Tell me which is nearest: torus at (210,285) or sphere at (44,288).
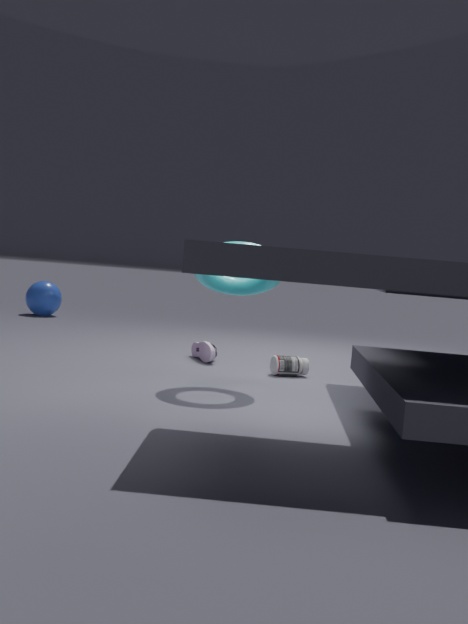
torus at (210,285)
